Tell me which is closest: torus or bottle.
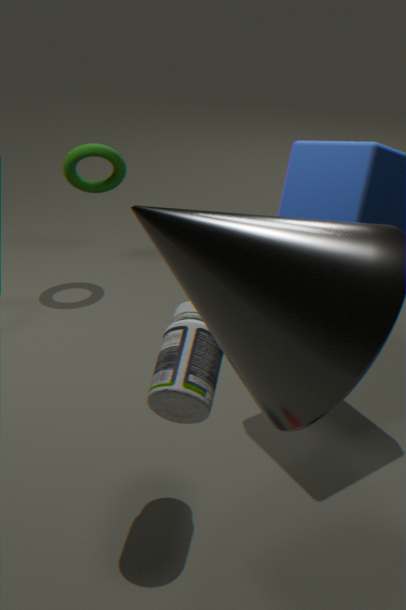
bottle
